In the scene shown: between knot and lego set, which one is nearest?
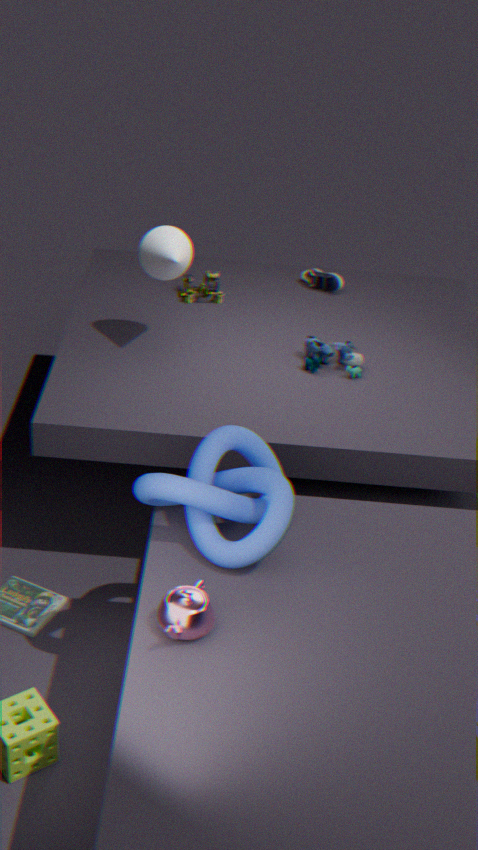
knot
